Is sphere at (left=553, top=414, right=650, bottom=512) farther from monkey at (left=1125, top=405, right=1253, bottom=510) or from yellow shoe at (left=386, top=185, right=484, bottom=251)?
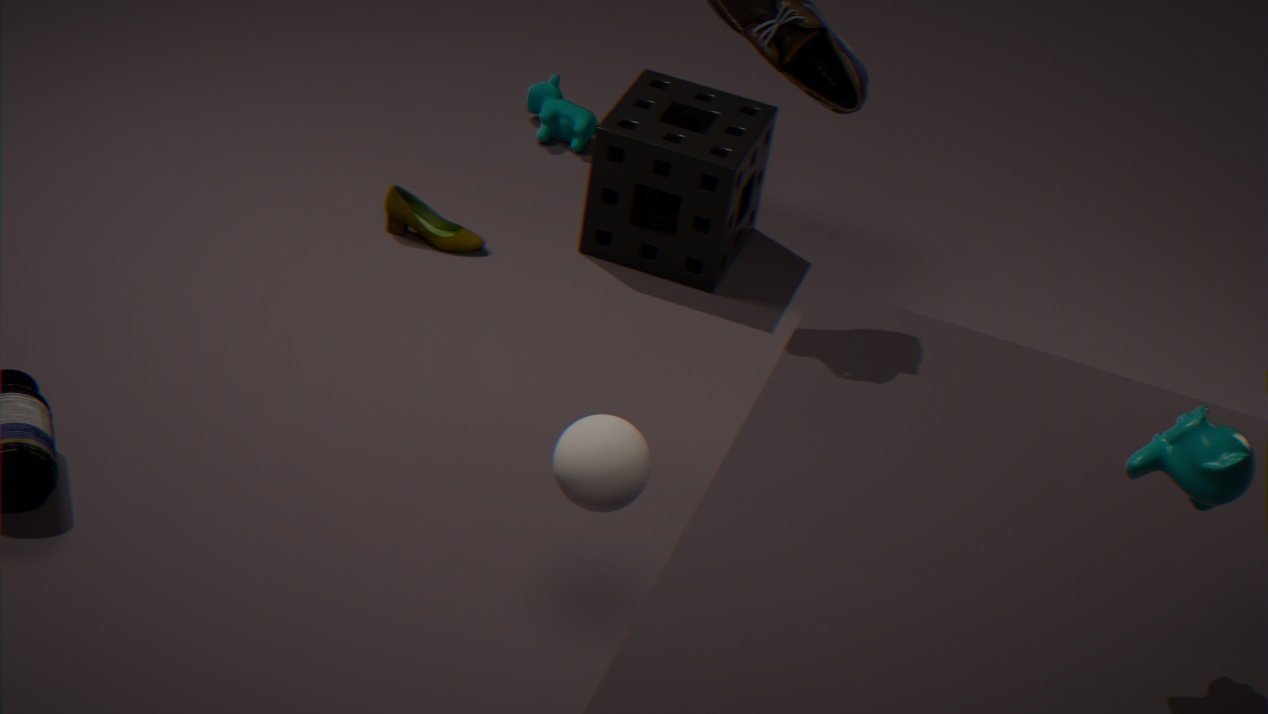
yellow shoe at (left=386, top=185, right=484, bottom=251)
